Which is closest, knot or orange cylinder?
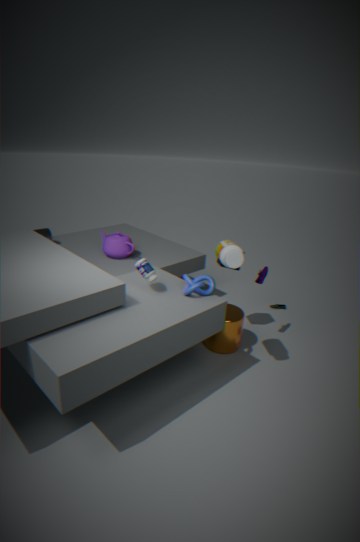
knot
